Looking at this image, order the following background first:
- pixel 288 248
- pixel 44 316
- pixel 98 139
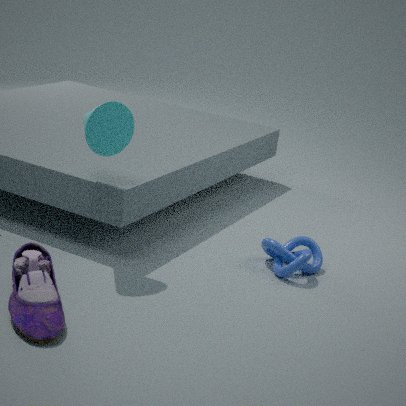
1. pixel 288 248
2. pixel 98 139
3. pixel 44 316
